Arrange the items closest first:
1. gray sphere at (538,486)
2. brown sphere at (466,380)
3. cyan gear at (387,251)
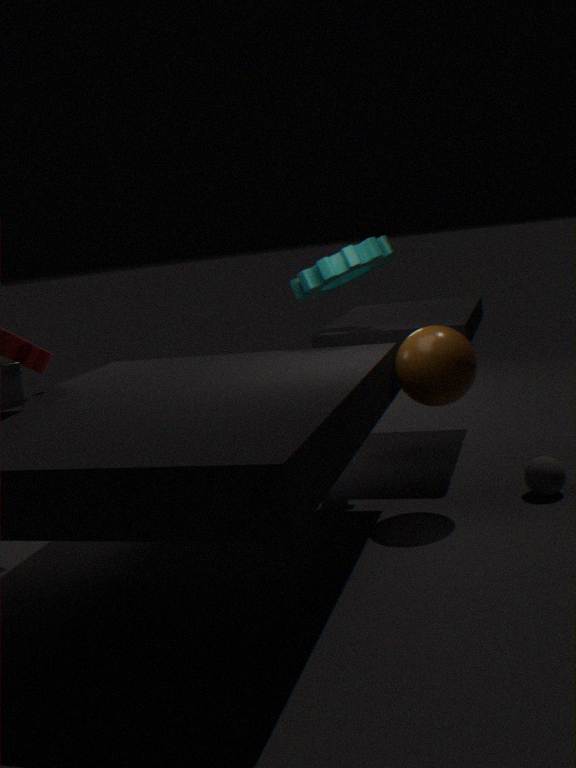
brown sphere at (466,380), gray sphere at (538,486), cyan gear at (387,251)
